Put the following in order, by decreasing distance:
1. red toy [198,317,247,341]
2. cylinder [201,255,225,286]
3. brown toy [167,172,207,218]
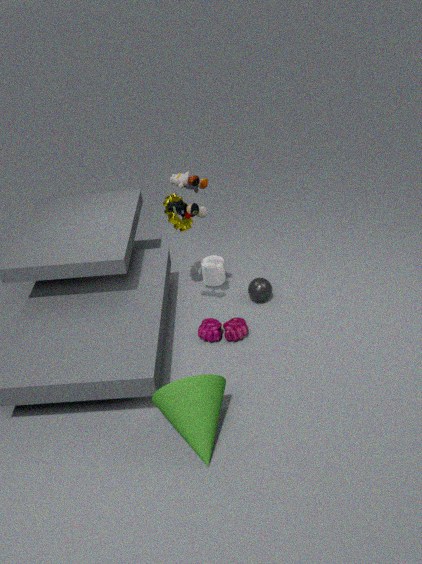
1. cylinder [201,255,225,286]
2. red toy [198,317,247,341]
3. brown toy [167,172,207,218]
